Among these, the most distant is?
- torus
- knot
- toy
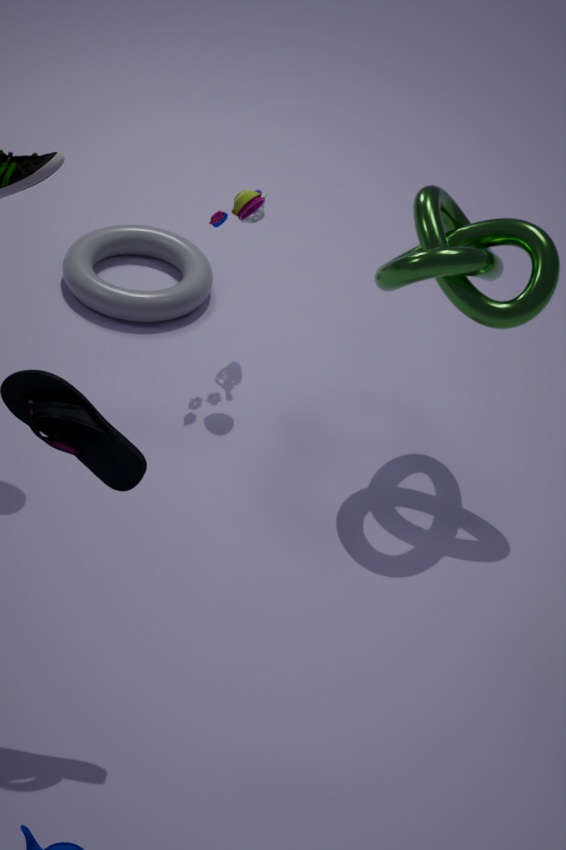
torus
